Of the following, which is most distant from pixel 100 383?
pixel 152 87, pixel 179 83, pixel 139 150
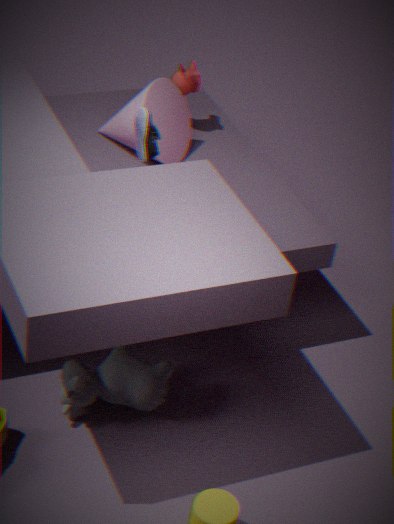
pixel 179 83
